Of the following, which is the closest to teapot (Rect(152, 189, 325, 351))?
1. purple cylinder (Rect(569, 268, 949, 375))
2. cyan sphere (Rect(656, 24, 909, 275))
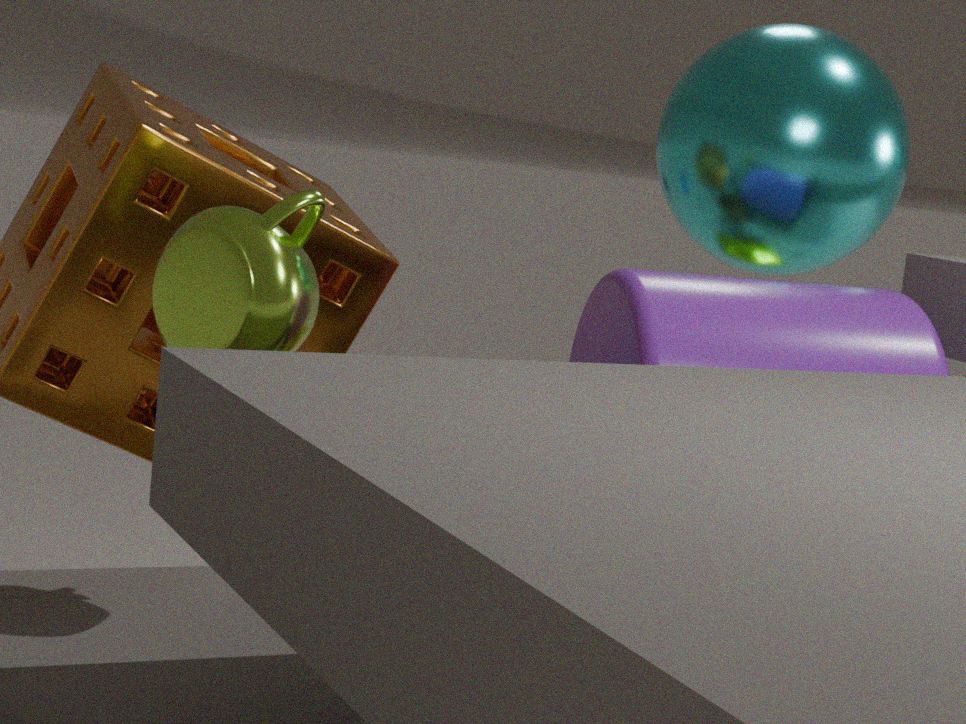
purple cylinder (Rect(569, 268, 949, 375))
